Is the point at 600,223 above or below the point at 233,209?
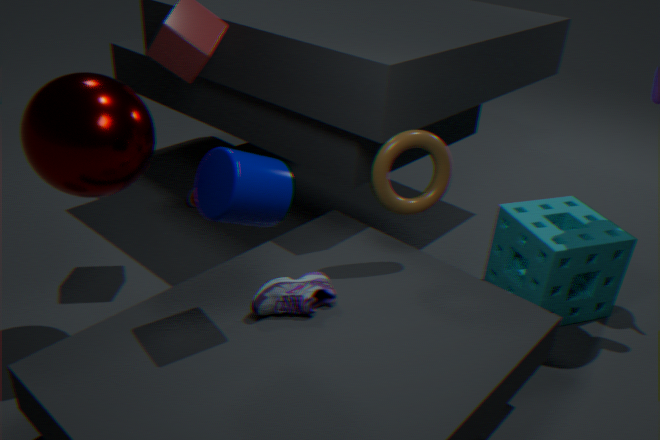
below
